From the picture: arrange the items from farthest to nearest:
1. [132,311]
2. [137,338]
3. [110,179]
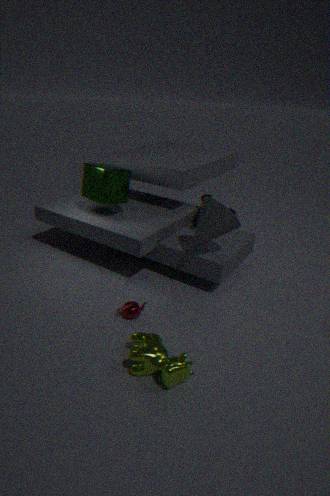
1. [110,179]
2. [132,311]
3. [137,338]
